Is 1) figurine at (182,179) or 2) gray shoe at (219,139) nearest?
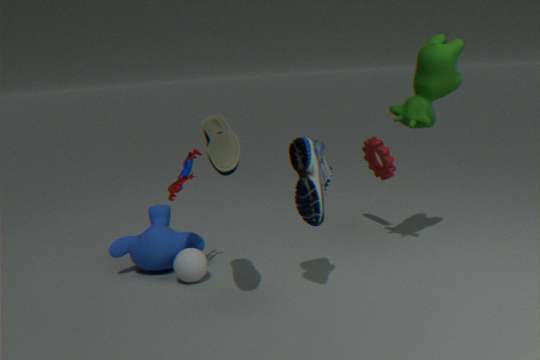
2. gray shoe at (219,139)
